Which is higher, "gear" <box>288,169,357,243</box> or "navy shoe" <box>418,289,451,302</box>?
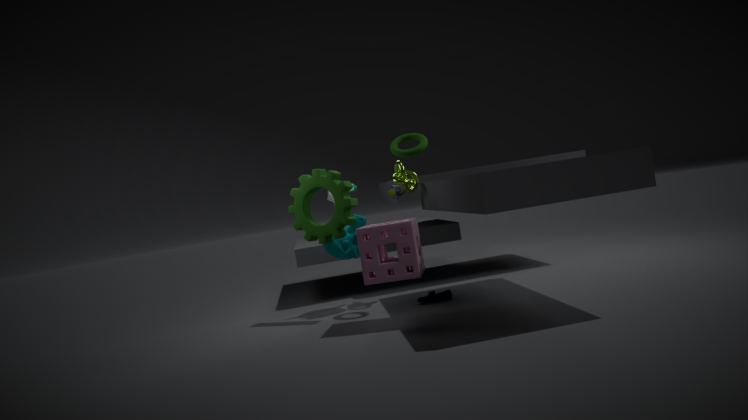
"gear" <box>288,169,357,243</box>
